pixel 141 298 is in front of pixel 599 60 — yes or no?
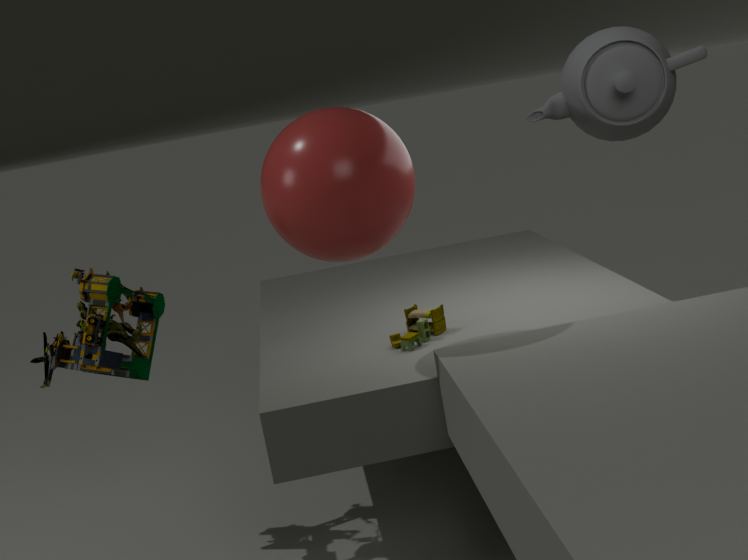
No
